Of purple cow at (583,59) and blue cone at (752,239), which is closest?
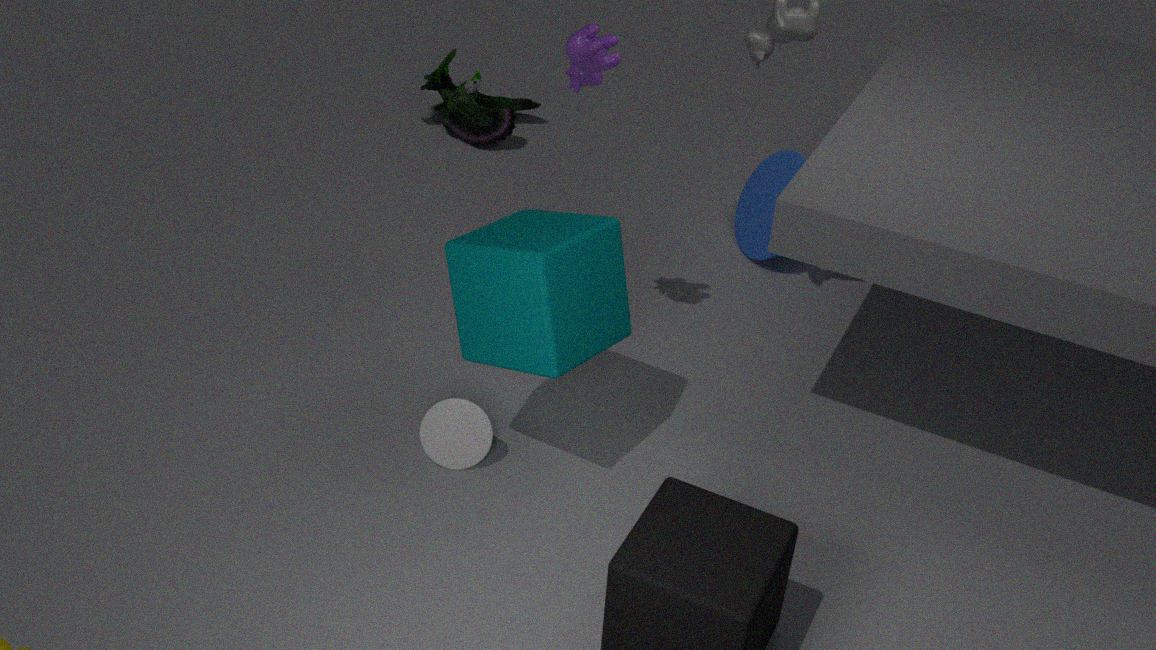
purple cow at (583,59)
